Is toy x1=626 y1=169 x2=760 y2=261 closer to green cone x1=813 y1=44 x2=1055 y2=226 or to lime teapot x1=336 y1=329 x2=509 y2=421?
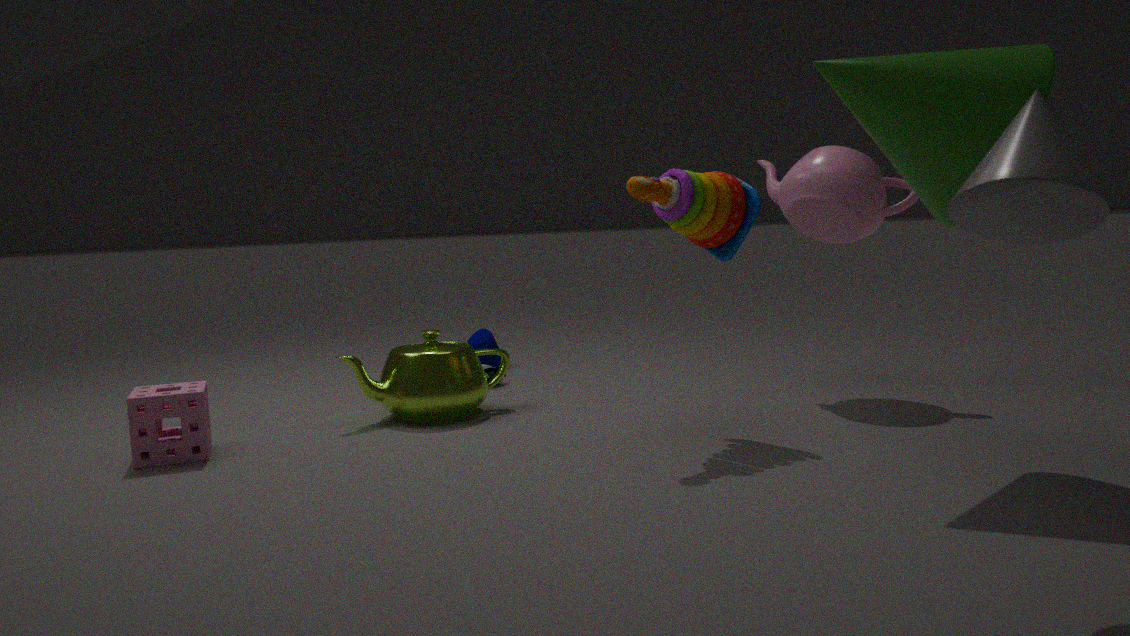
green cone x1=813 y1=44 x2=1055 y2=226
